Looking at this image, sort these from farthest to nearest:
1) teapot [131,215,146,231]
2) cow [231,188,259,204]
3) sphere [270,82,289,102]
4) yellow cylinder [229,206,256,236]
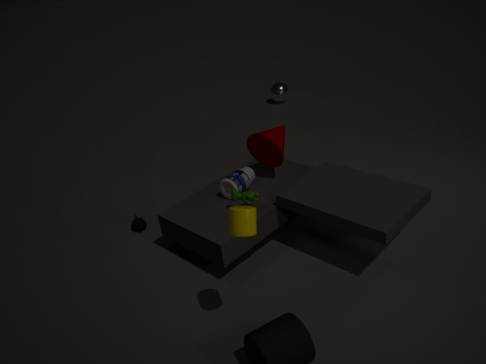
3. sphere [270,82,289,102], 1. teapot [131,215,146,231], 2. cow [231,188,259,204], 4. yellow cylinder [229,206,256,236]
